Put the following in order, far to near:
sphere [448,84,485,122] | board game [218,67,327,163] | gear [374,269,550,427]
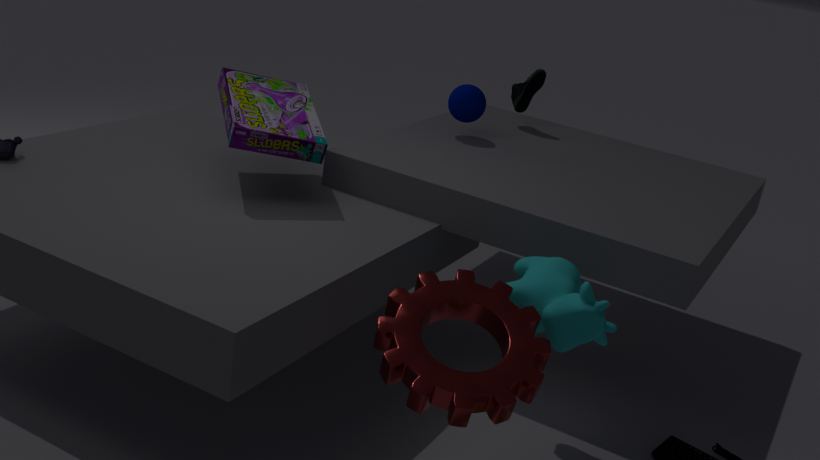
sphere [448,84,485,122]
board game [218,67,327,163]
gear [374,269,550,427]
